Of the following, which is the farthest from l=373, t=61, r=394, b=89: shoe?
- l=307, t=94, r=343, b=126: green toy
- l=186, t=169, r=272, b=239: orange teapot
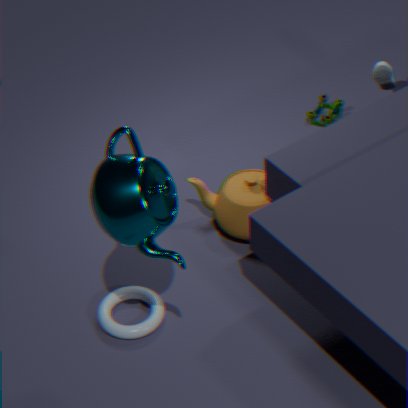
l=186, t=169, r=272, b=239: orange teapot
